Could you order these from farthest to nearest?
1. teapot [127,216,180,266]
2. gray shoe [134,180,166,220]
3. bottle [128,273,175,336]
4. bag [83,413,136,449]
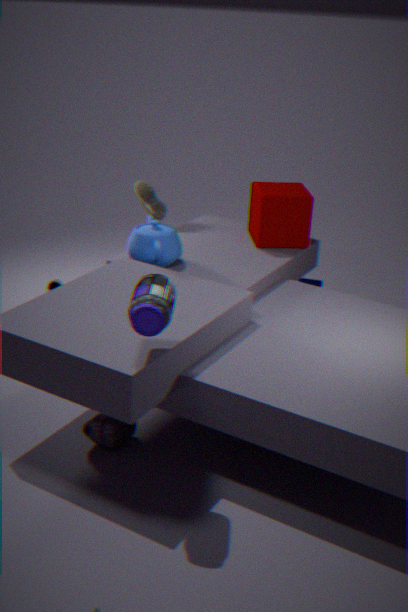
gray shoe [134,180,166,220]
teapot [127,216,180,266]
bag [83,413,136,449]
bottle [128,273,175,336]
